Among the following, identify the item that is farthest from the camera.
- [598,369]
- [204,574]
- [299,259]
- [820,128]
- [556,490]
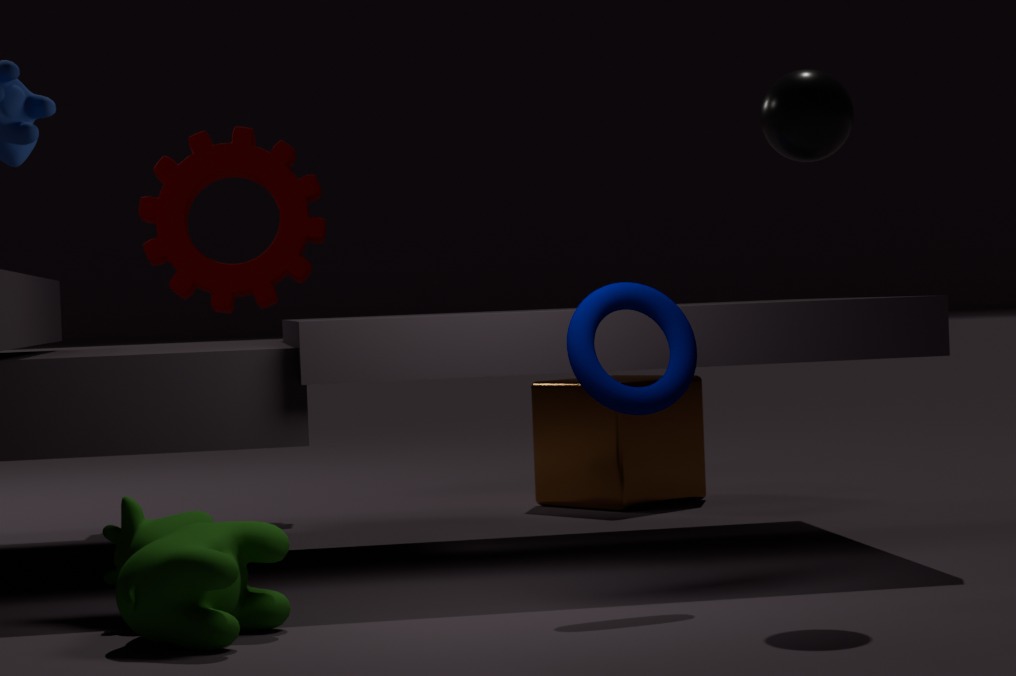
[299,259]
